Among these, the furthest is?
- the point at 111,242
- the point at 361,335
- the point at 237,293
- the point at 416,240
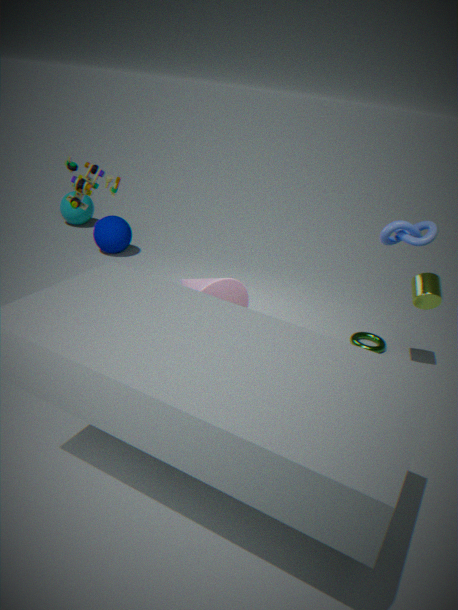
the point at 111,242
